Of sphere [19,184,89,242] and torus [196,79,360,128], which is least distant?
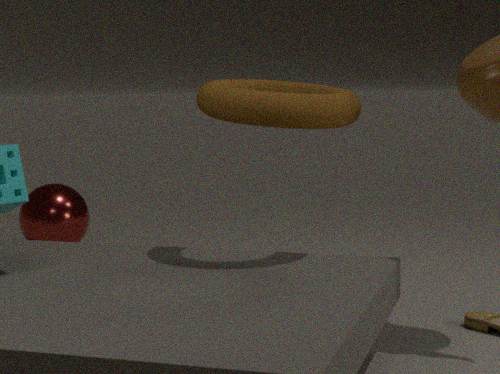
torus [196,79,360,128]
